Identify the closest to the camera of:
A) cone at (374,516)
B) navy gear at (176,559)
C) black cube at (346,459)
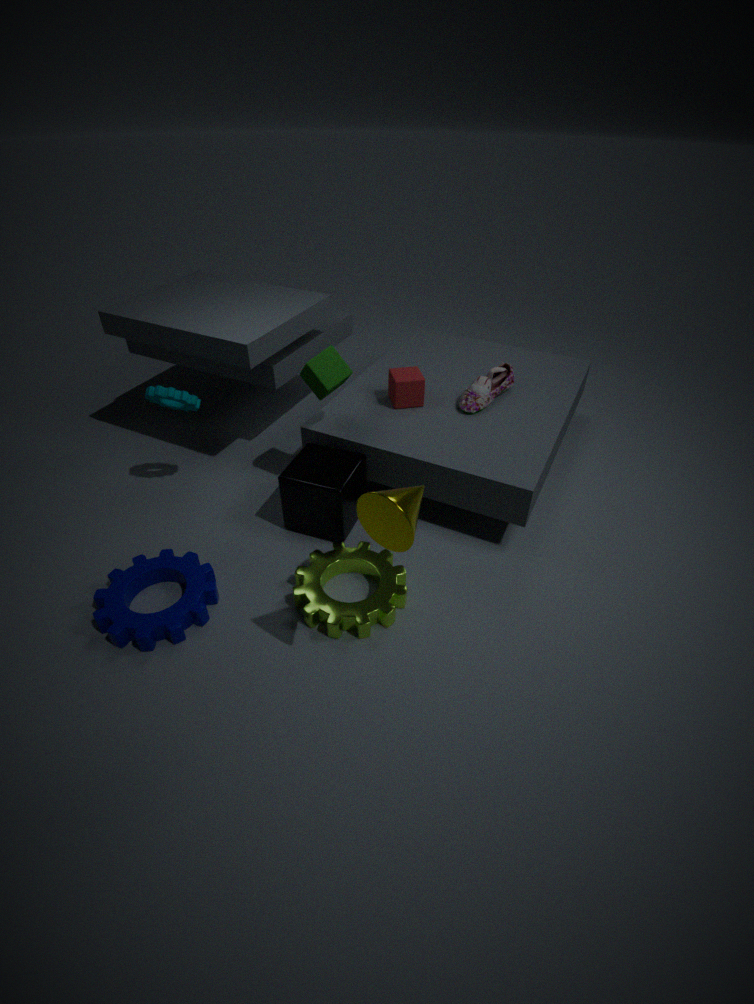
cone at (374,516)
